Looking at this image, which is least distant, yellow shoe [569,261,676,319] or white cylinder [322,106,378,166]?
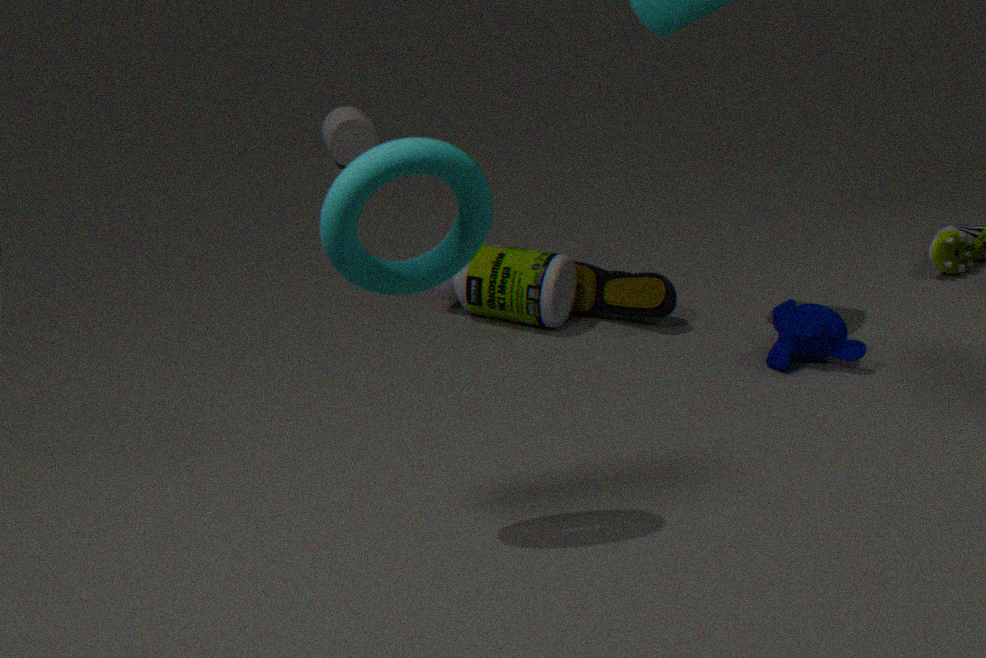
yellow shoe [569,261,676,319]
